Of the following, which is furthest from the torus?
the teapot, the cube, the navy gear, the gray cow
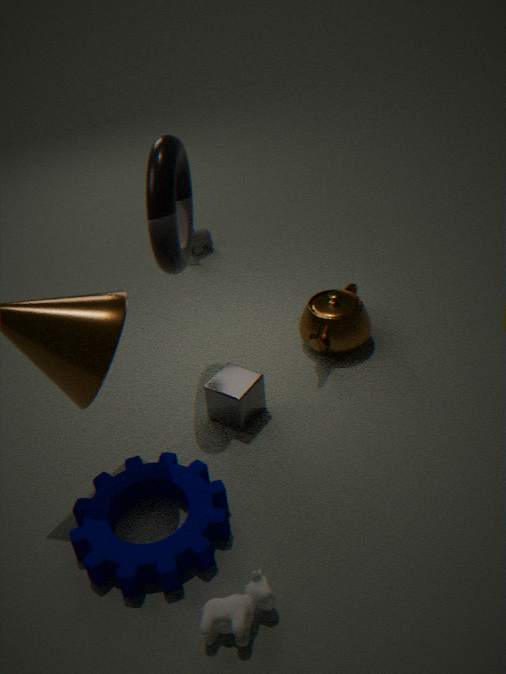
the gray cow
